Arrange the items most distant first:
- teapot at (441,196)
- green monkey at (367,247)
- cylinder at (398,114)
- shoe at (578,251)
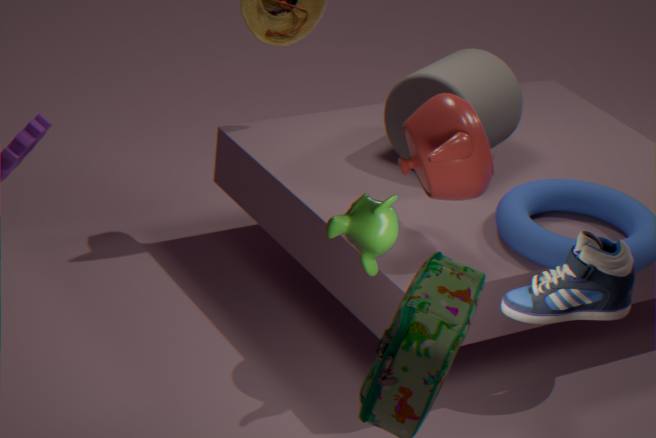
cylinder at (398,114) < teapot at (441,196) < green monkey at (367,247) < shoe at (578,251)
